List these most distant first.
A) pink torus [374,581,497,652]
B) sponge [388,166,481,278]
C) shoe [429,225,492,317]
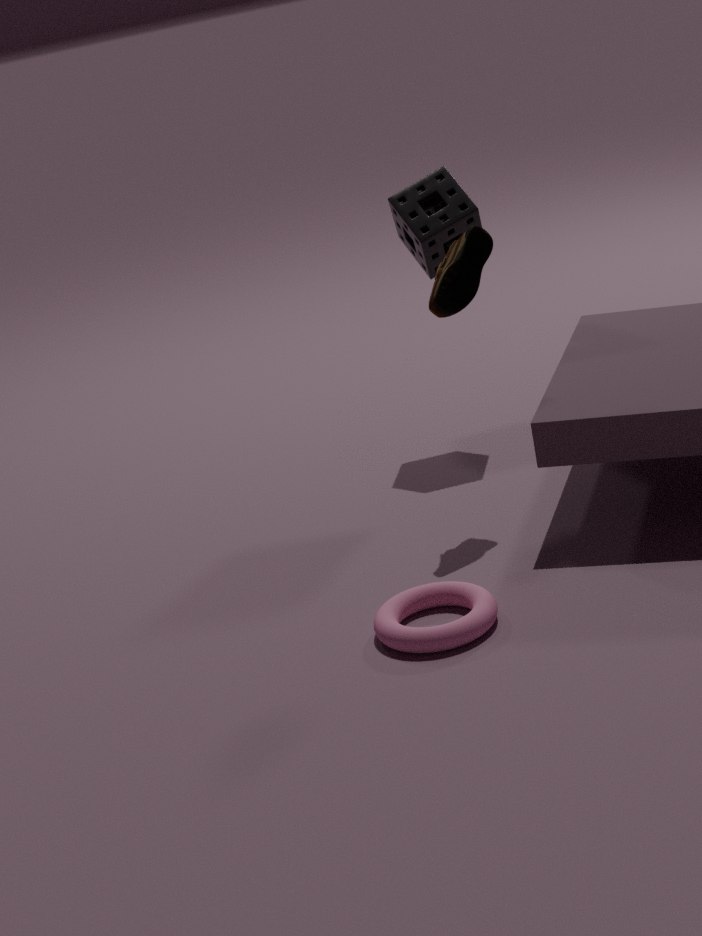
1. sponge [388,166,481,278]
2. shoe [429,225,492,317]
3. pink torus [374,581,497,652]
